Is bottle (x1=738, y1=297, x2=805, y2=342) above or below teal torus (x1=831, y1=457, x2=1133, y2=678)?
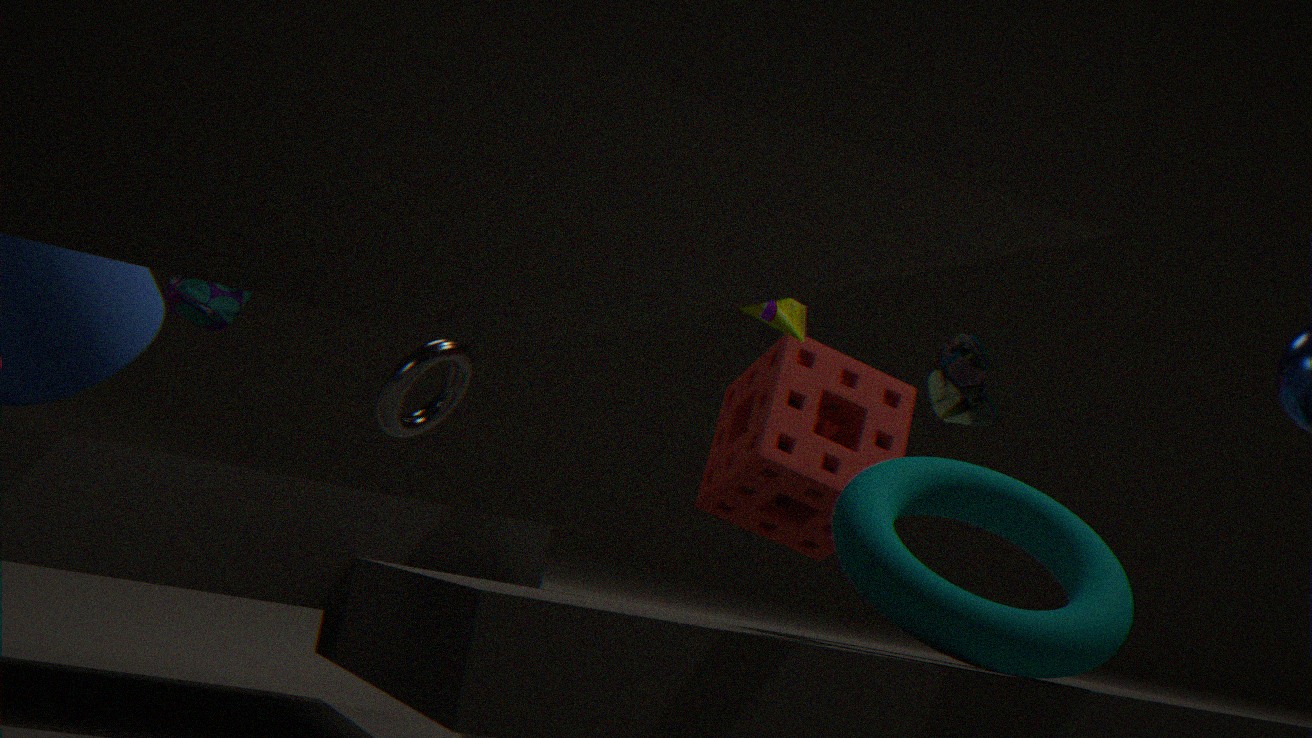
above
